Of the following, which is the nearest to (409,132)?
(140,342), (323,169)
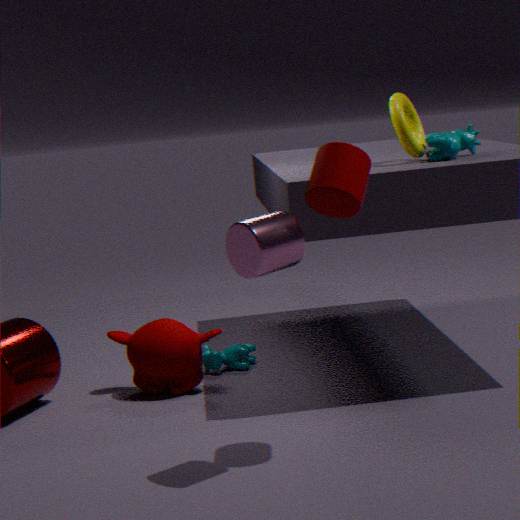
(323,169)
